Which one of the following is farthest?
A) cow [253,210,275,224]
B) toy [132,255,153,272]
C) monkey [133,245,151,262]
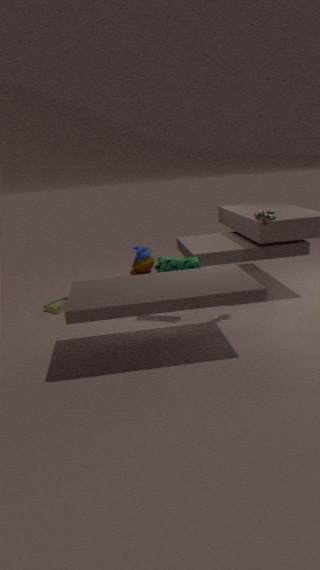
toy [132,255,153,272]
